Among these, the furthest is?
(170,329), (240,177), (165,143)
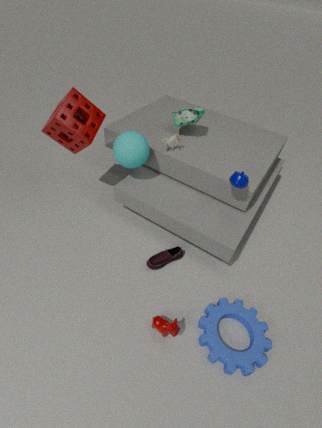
(165,143)
